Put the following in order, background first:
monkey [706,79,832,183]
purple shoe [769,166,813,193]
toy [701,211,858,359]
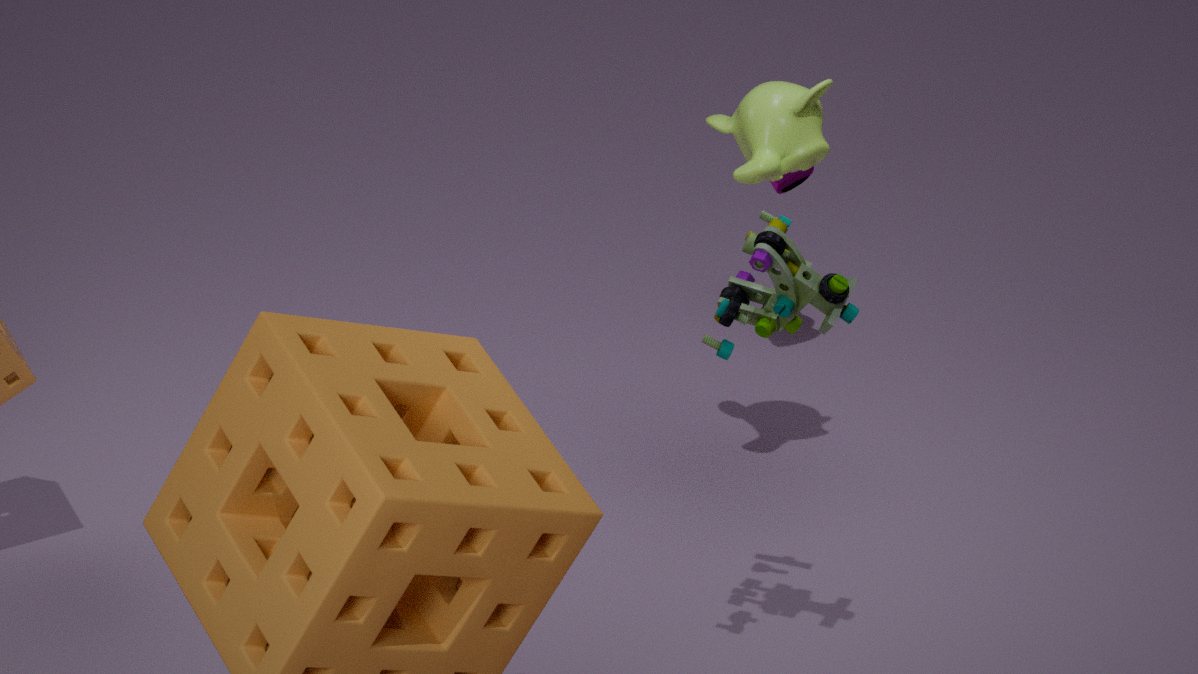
1. purple shoe [769,166,813,193]
2. monkey [706,79,832,183]
3. toy [701,211,858,359]
